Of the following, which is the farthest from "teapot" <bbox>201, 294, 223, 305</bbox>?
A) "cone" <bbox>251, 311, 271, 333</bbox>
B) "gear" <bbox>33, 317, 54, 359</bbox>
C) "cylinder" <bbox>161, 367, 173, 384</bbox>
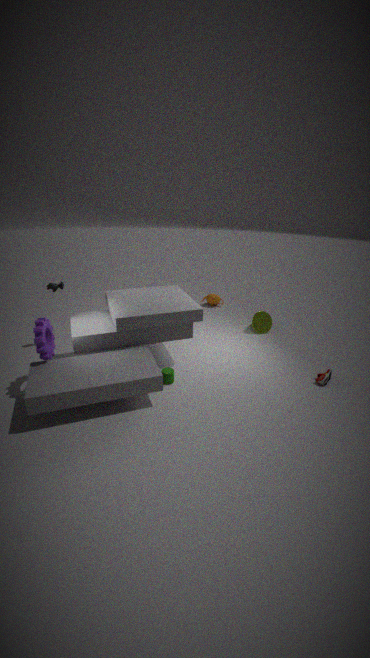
"gear" <bbox>33, 317, 54, 359</bbox>
